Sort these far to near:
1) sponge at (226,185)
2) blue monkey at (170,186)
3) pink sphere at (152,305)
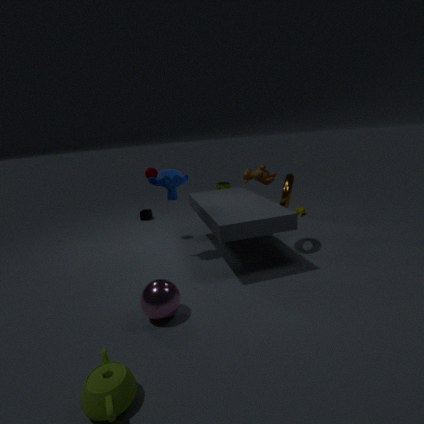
1. sponge at (226,185), 2. blue monkey at (170,186), 3. pink sphere at (152,305)
